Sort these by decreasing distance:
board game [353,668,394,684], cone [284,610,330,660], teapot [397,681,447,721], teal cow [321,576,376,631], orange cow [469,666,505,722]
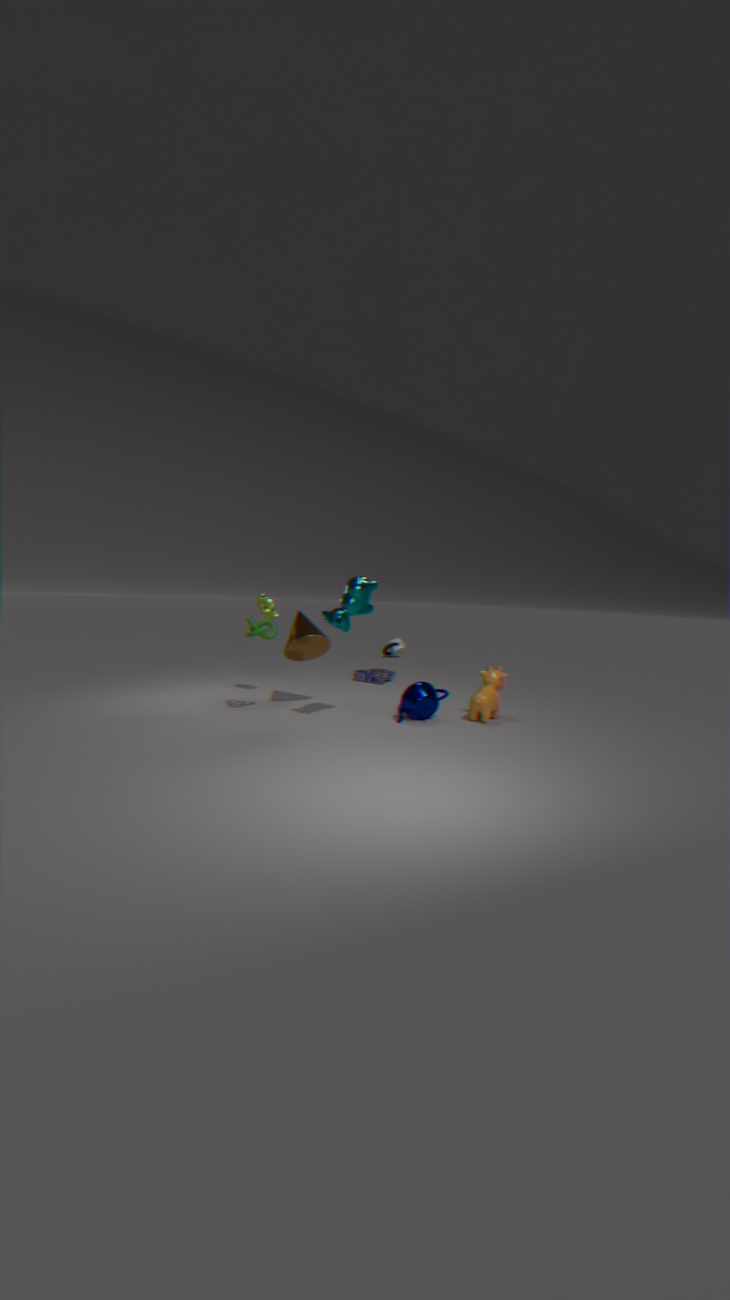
board game [353,668,394,684] < cone [284,610,330,660] < orange cow [469,666,505,722] < teapot [397,681,447,721] < teal cow [321,576,376,631]
